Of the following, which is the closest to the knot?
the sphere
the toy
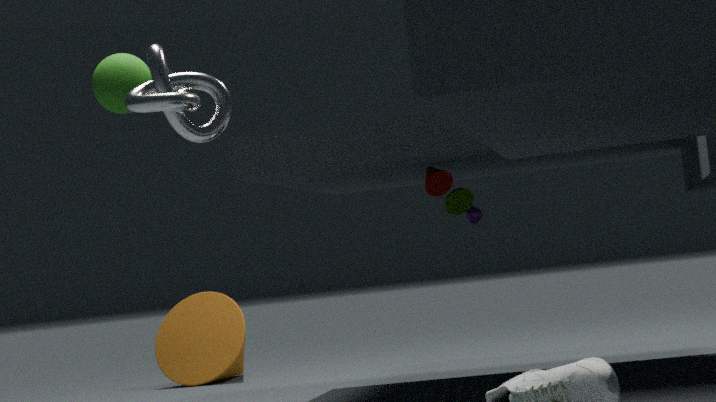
the sphere
